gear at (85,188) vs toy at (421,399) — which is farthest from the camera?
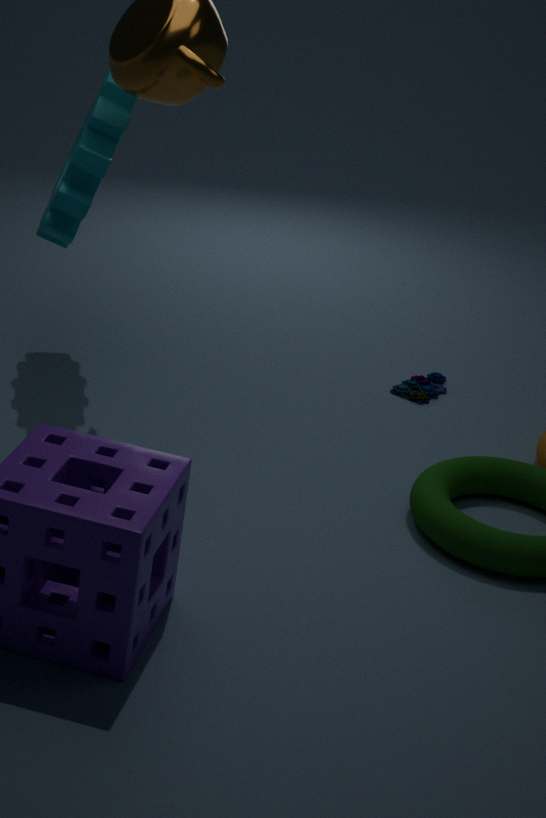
toy at (421,399)
